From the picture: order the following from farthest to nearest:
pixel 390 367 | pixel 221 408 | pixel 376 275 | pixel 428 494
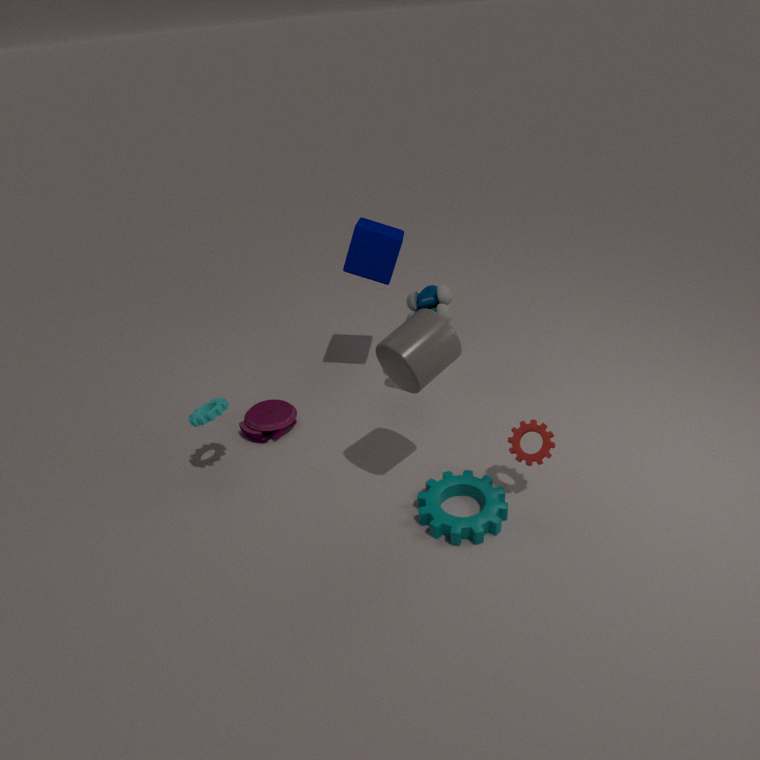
pixel 376 275 → pixel 221 408 → pixel 428 494 → pixel 390 367
